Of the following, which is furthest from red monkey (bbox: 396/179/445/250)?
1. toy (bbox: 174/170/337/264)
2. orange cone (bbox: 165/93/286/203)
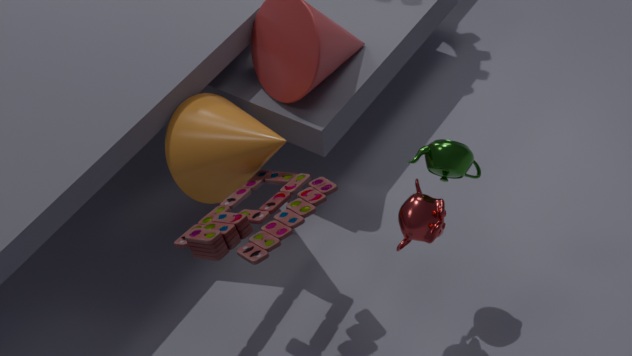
Result: orange cone (bbox: 165/93/286/203)
